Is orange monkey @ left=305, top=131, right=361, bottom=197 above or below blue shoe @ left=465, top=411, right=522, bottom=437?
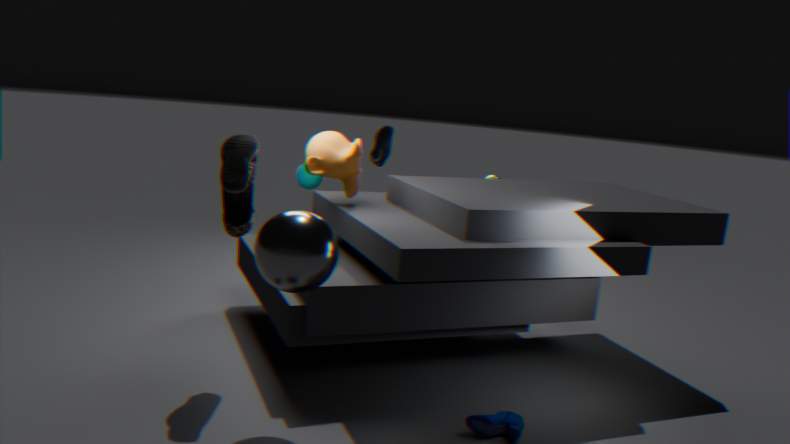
above
